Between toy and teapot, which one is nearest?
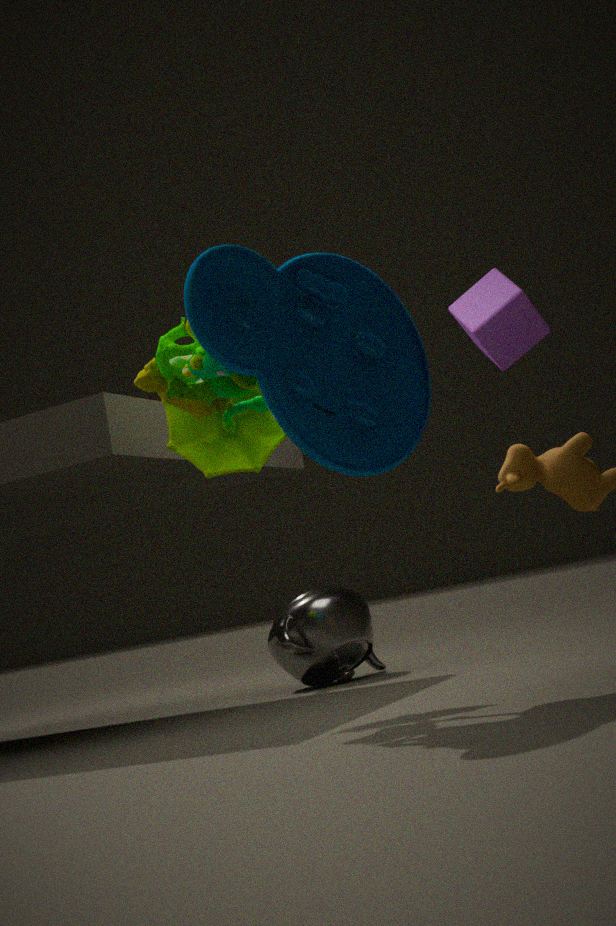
toy
